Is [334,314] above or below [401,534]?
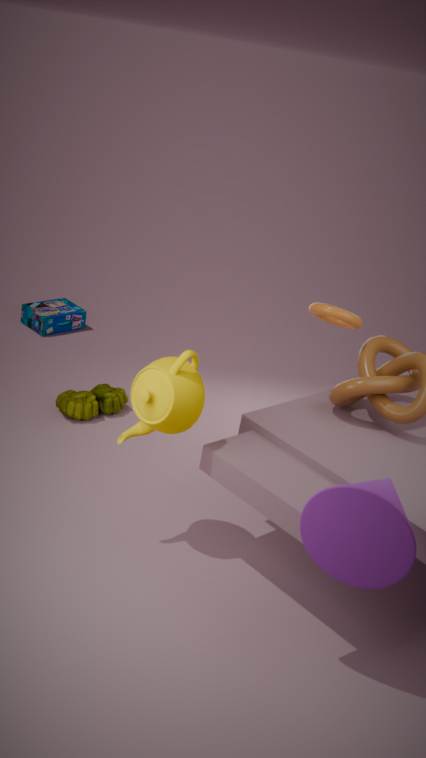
above
